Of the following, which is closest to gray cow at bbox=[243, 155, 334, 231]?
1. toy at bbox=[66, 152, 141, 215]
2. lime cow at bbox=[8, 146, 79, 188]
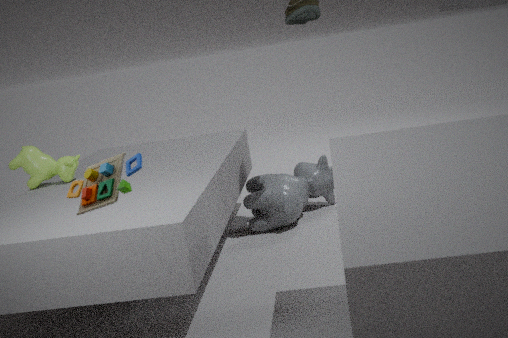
lime cow at bbox=[8, 146, 79, 188]
